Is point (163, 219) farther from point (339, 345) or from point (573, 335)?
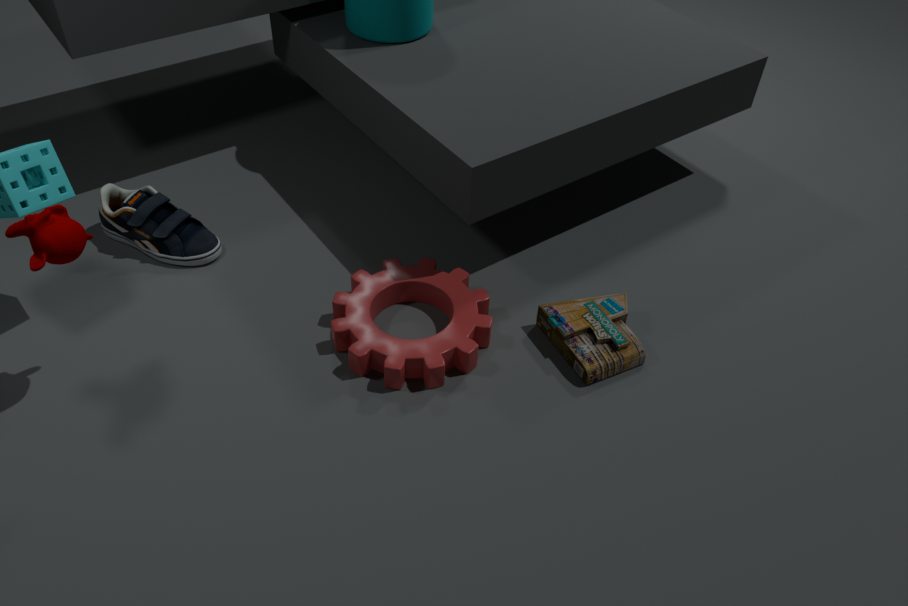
point (573, 335)
